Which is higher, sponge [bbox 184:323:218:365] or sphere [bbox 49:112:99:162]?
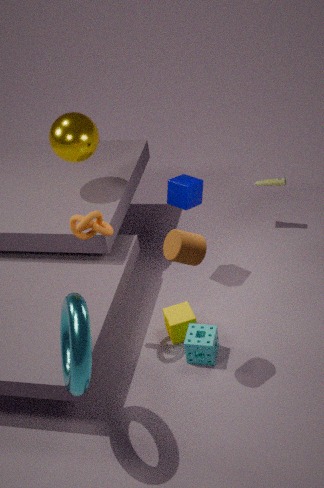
sphere [bbox 49:112:99:162]
